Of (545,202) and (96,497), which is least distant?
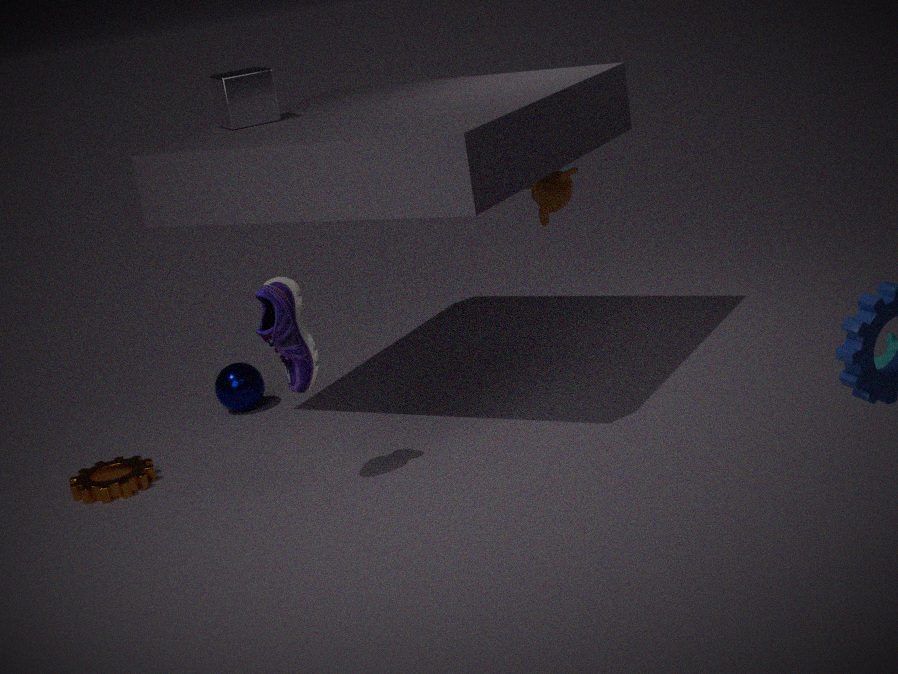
(96,497)
